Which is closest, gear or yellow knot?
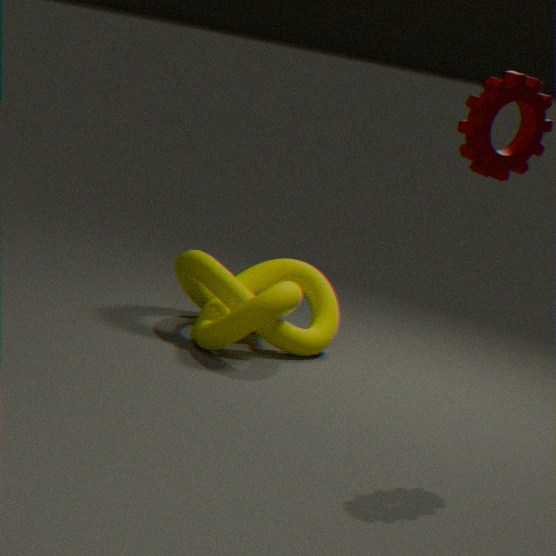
gear
